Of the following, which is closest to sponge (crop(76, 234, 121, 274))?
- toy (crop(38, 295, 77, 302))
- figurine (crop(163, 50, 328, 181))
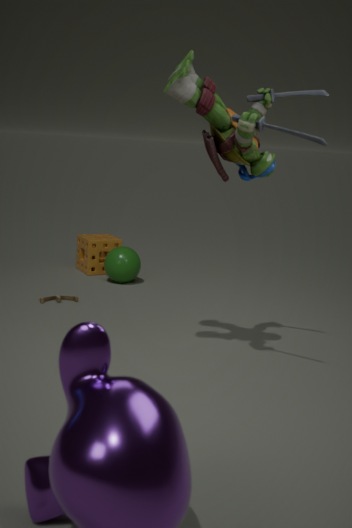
toy (crop(38, 295, 77, 302))
